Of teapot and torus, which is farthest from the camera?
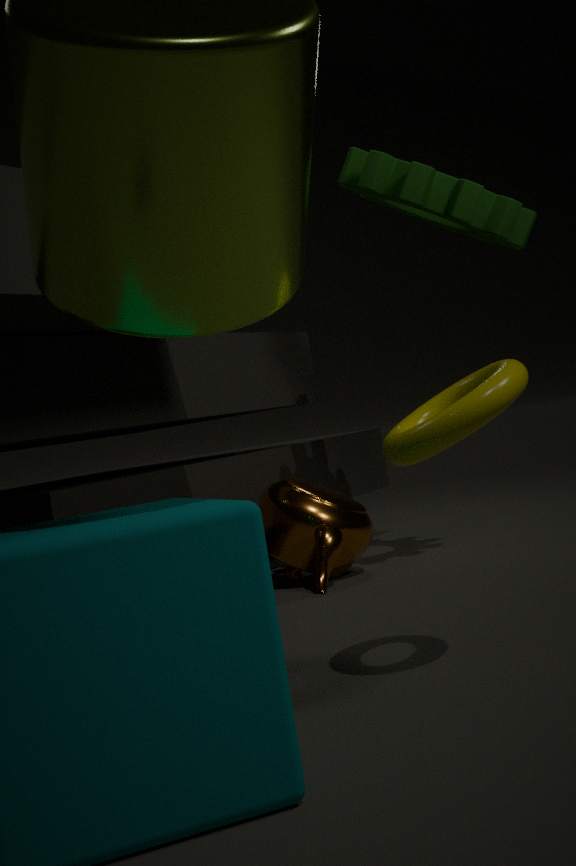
teapot
